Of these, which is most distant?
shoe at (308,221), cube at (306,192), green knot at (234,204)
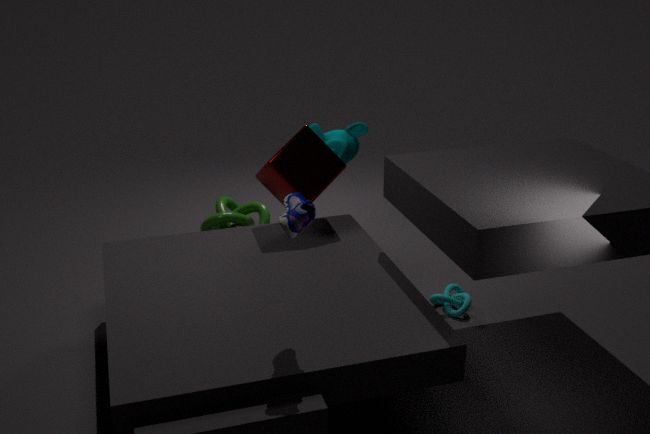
green knot at (234,204)
